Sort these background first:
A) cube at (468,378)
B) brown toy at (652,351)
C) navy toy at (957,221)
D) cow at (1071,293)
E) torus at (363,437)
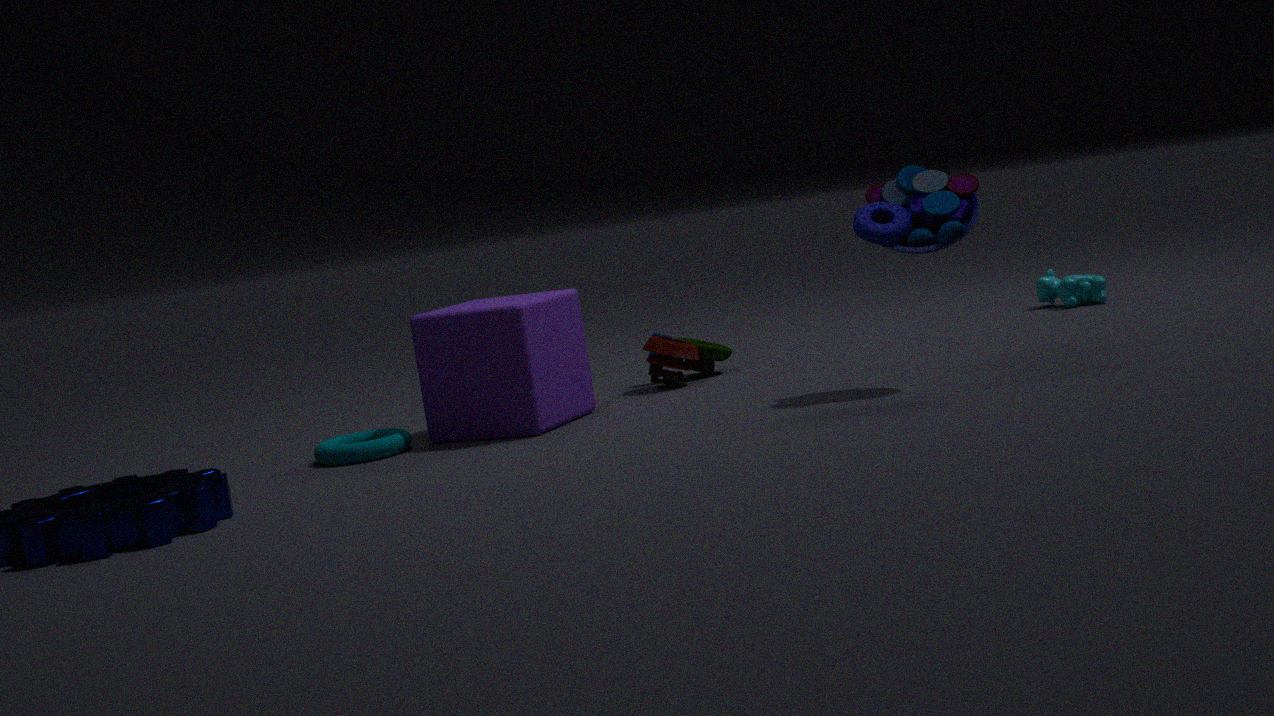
cow at (1071,293) < brown toy at (652,351) < cube at (468,378) < torus at (363,437) < navy toy at (957,221)
